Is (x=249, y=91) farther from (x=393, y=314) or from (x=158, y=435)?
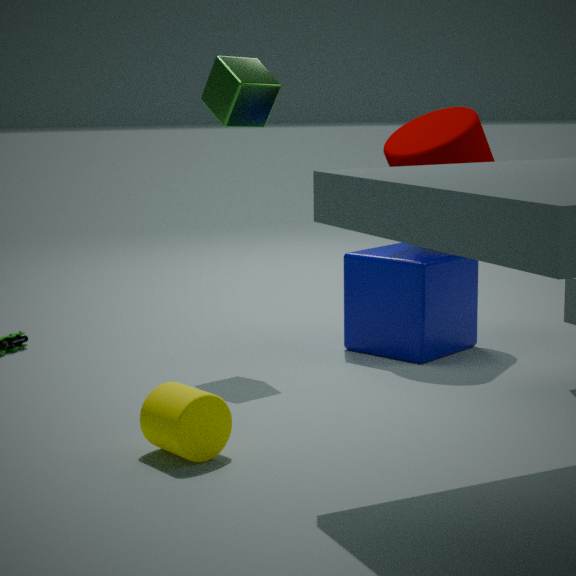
(x=158, y=435)
